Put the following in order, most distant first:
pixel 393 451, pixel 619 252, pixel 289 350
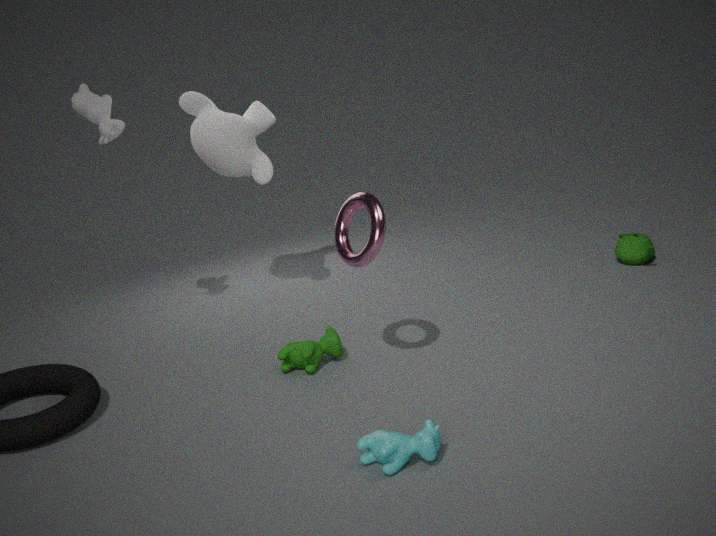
pixel 619 252 < pixel 289 350 < pixel 393 451
